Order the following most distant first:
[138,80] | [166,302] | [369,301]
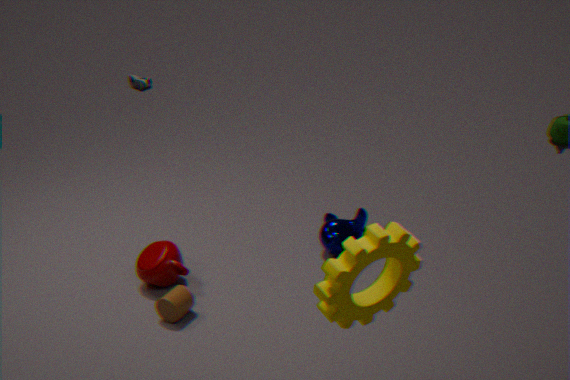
1. [138,80]
2. [166,302]
3. [369,301]
